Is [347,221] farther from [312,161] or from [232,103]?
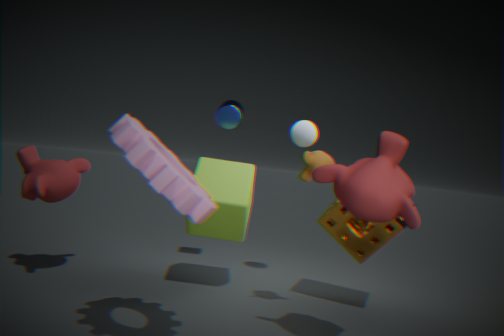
[232,103]
